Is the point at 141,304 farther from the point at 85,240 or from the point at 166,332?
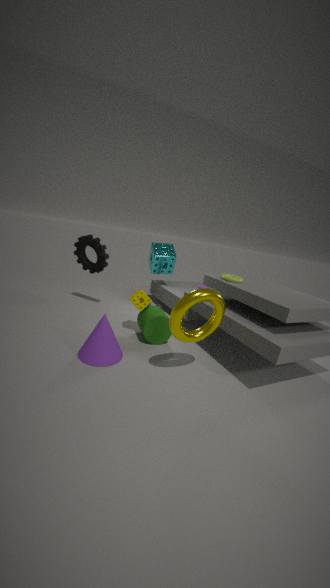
the point at 85,240
